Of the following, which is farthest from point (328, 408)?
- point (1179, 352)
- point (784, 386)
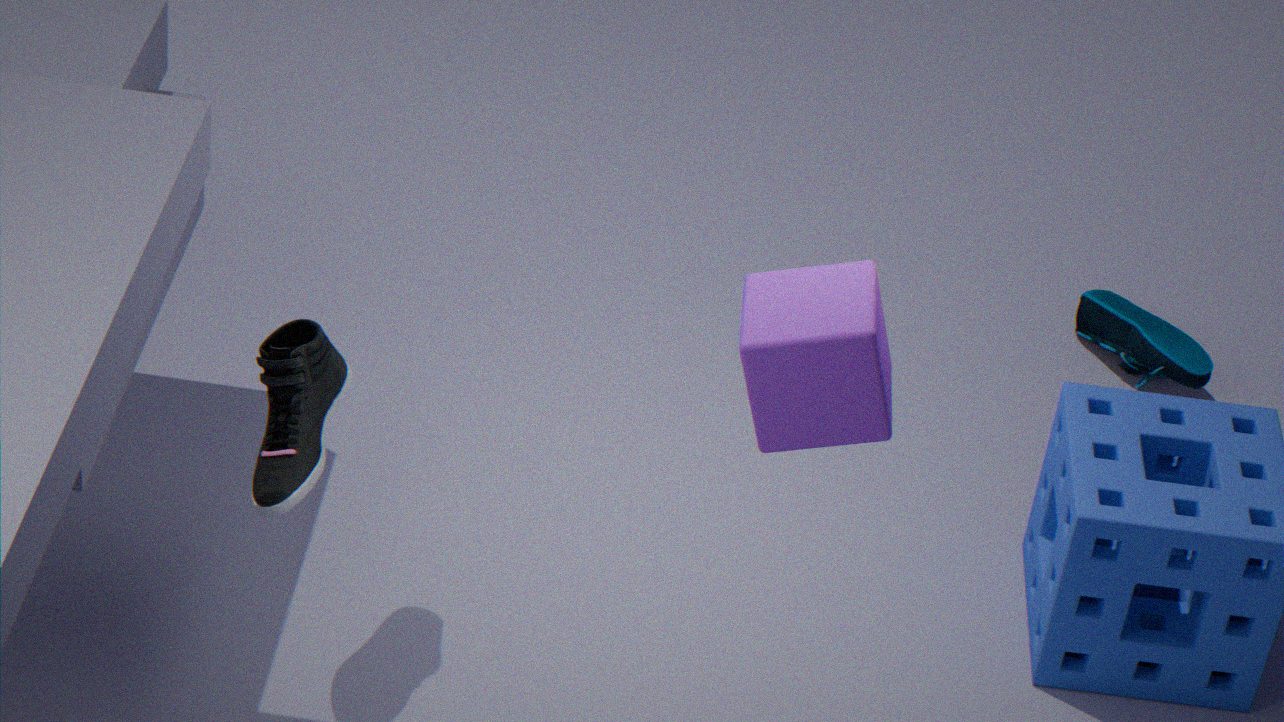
point (1179, 352)
